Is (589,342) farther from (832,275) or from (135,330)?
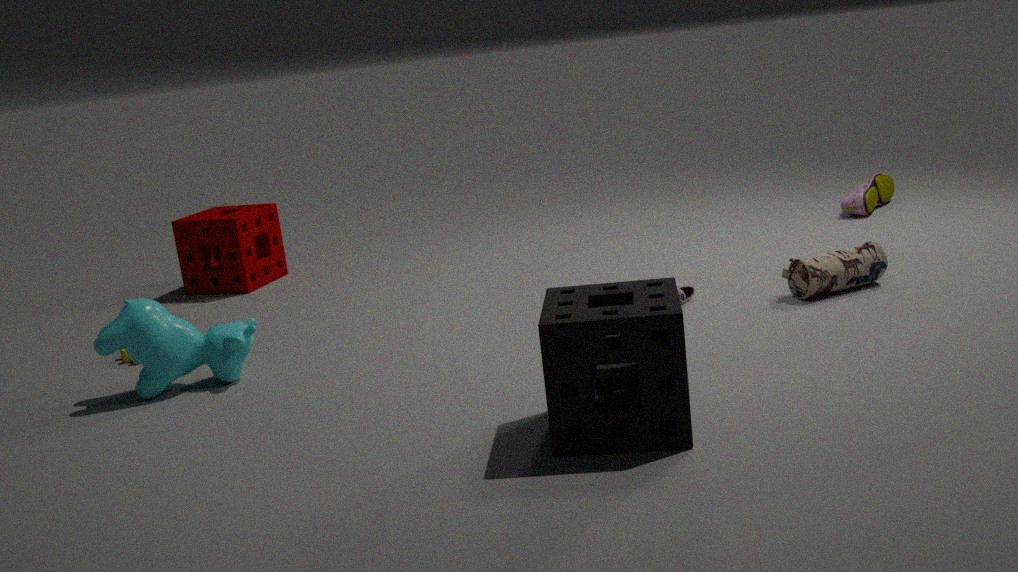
(135,330)
